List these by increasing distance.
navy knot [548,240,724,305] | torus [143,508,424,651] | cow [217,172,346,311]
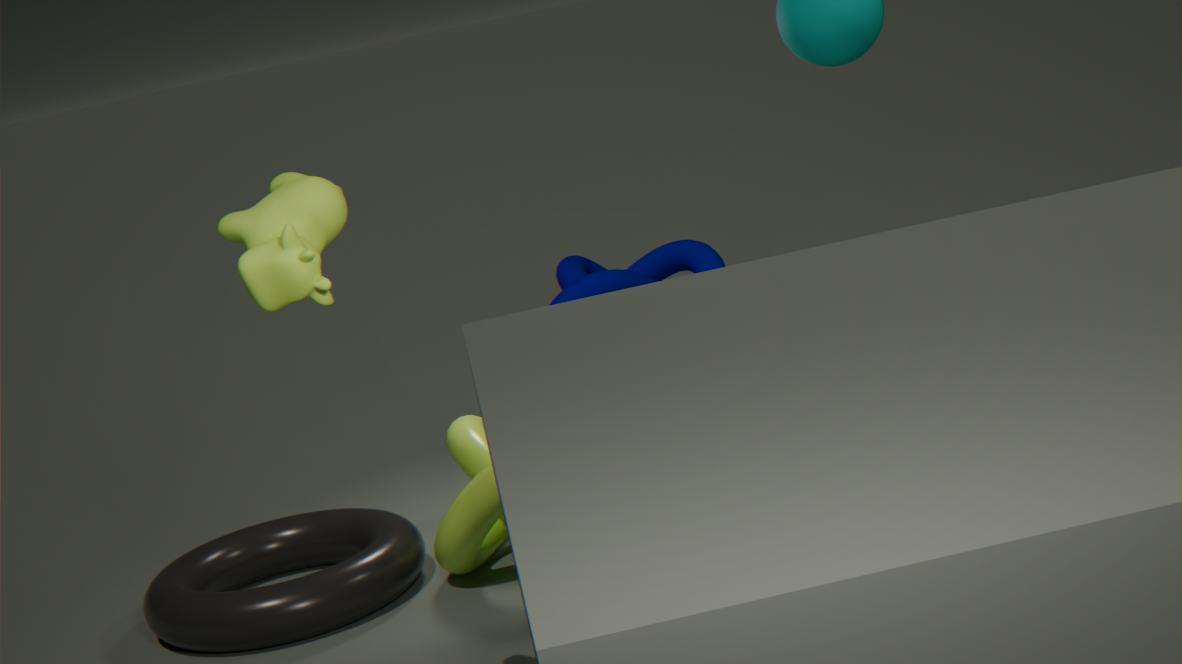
cow [217,172,346,311]
torus [143,508,424,651]
navy knot [548,240,724,305]
